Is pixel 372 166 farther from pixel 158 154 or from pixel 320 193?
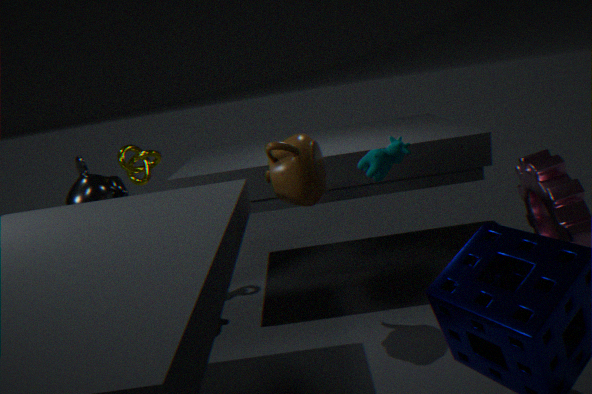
pixel 158 154
